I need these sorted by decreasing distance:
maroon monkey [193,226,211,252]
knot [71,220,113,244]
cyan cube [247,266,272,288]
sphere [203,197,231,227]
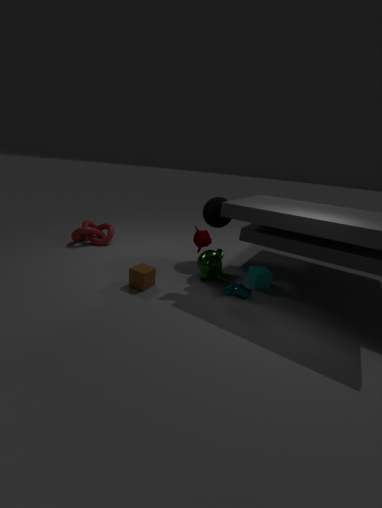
knot [71,220,113,244], sphere [203,197,231,227], cyan cube [247,266,272,288], maroon monkey [193,226,211,252]
